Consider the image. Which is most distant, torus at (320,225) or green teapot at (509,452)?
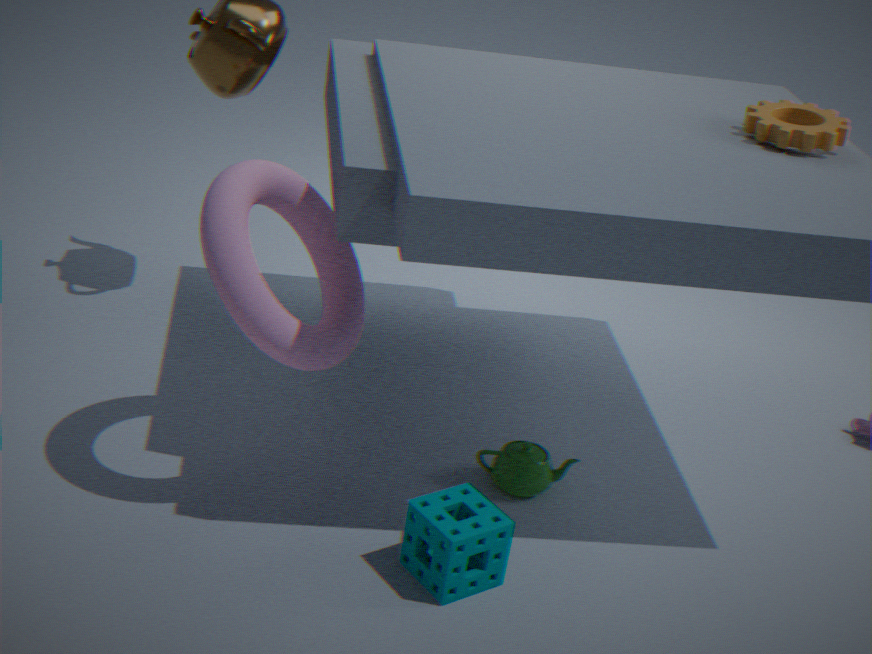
green teapot at (509,452)
